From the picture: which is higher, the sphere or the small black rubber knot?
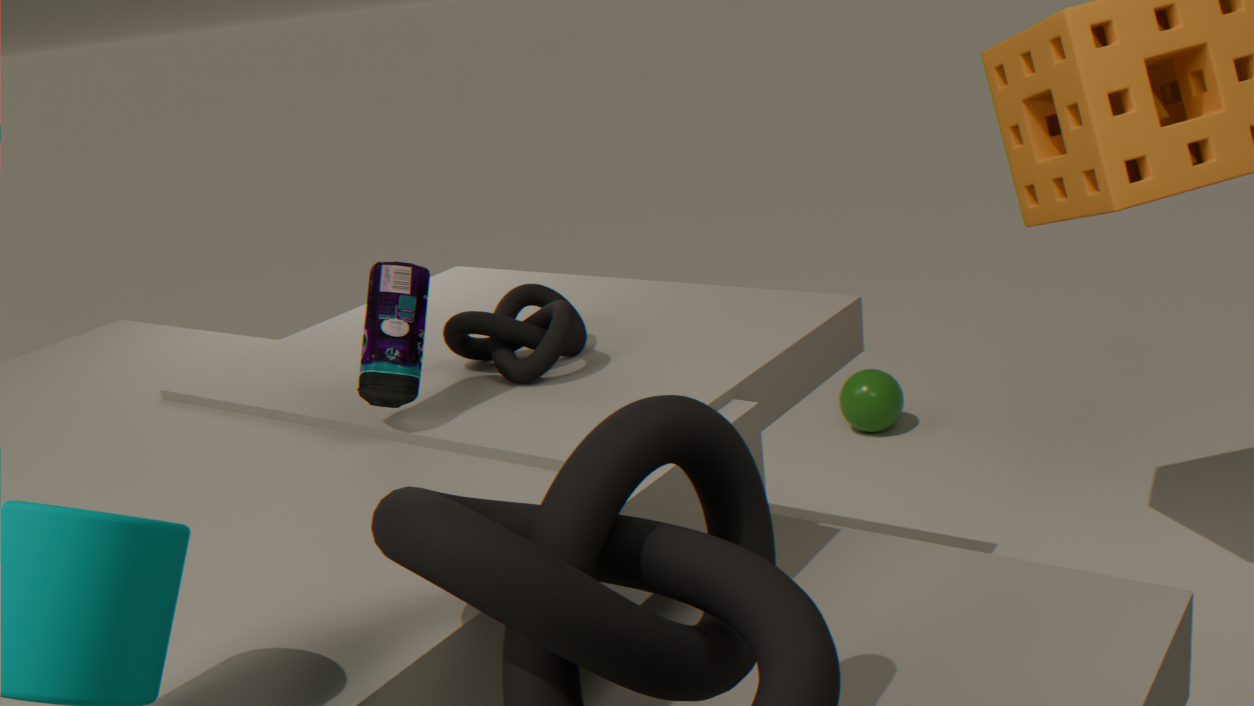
the small black rubber knot
